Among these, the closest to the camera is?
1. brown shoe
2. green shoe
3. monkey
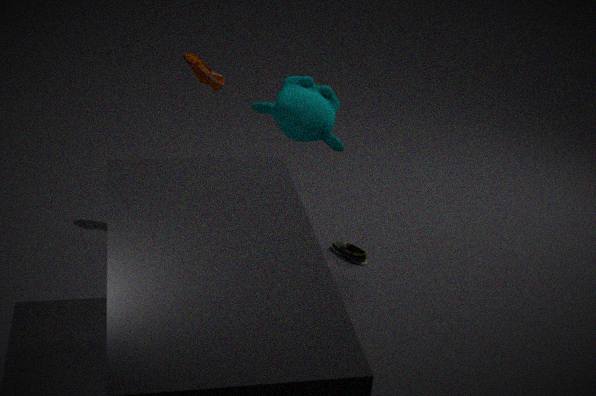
monkey
